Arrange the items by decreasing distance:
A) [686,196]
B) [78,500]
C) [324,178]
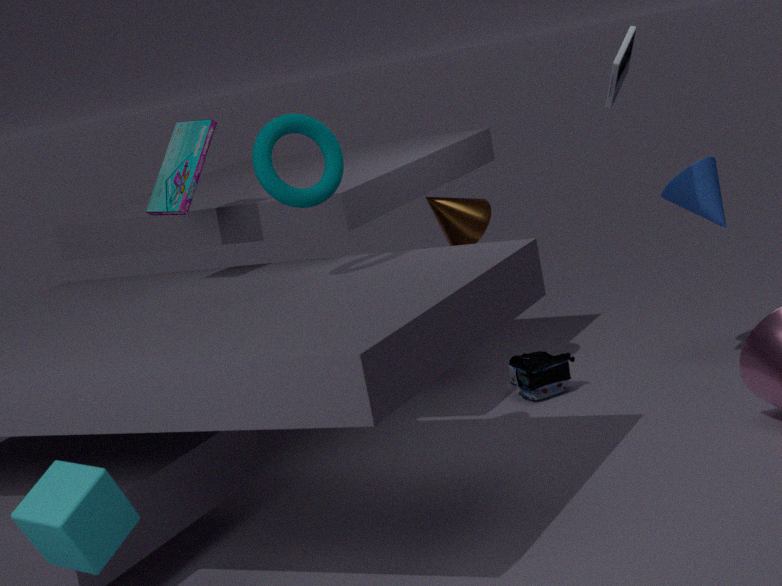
[686,196] → [324,178] → [78,500]
